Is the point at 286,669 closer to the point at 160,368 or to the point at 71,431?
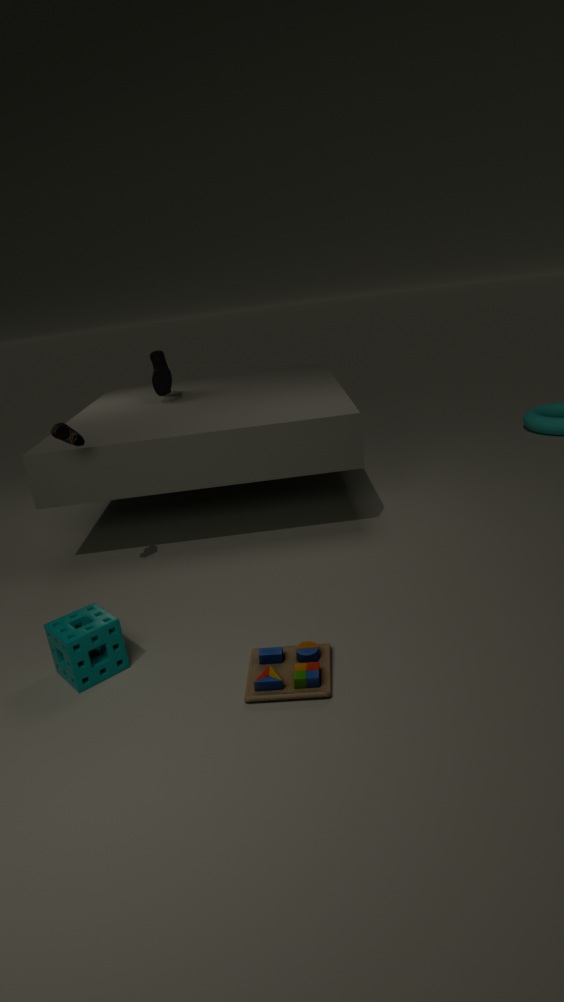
the point at 71,431
